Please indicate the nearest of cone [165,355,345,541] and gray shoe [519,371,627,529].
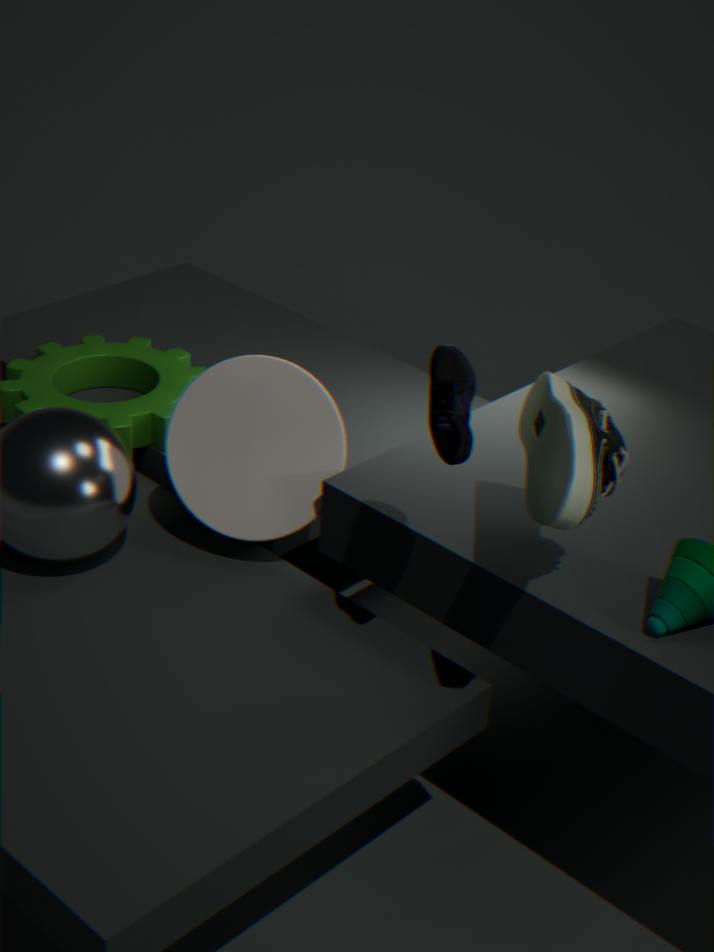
gray shoe [519,371,627,529]
